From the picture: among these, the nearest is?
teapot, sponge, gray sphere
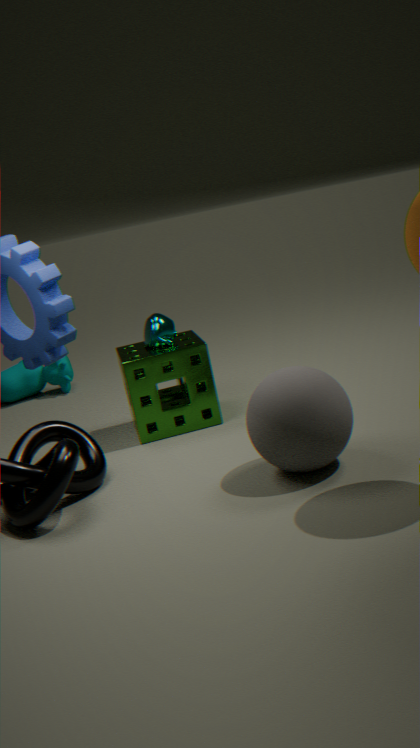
gray sphere
